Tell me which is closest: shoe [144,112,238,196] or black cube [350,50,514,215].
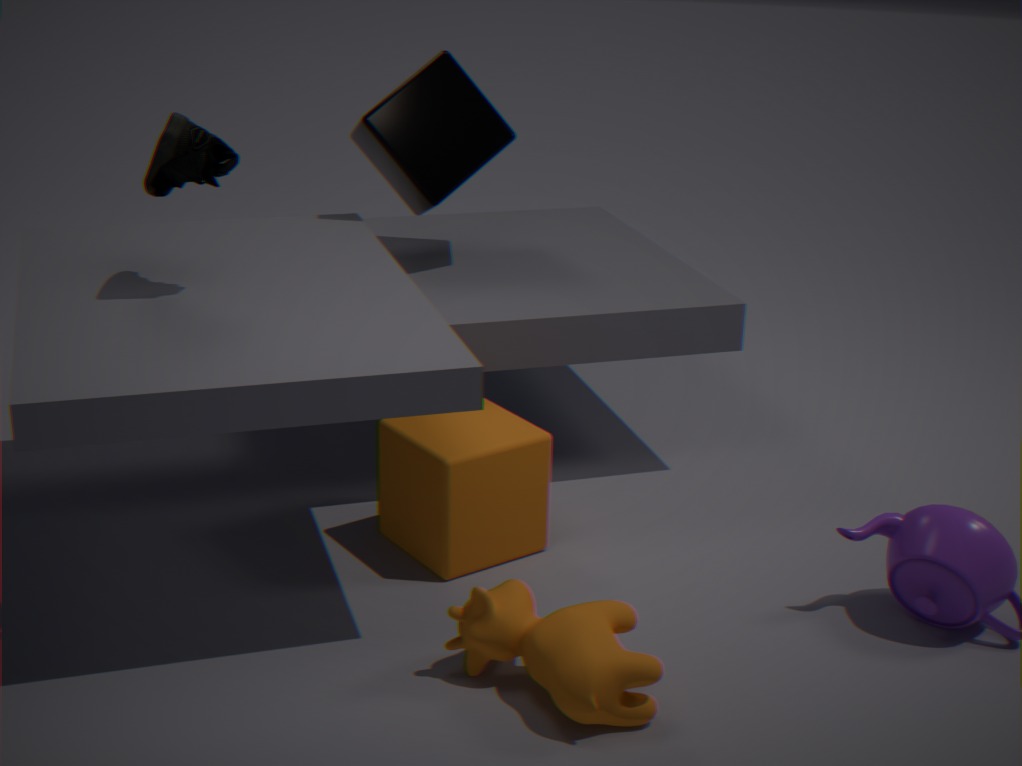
shoe [144,112,238,196]
